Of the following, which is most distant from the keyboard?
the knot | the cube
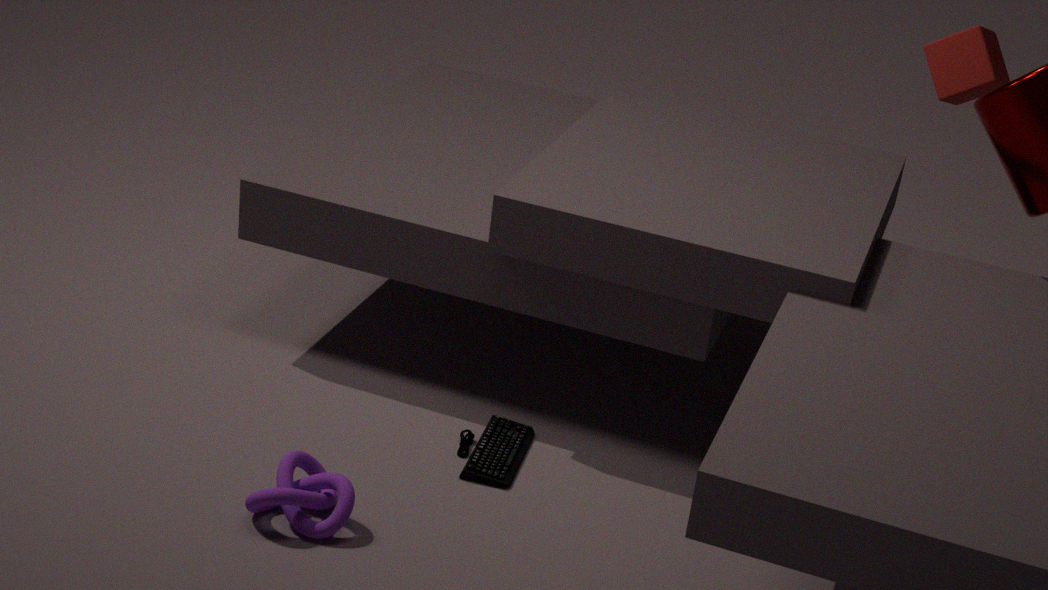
the cube
